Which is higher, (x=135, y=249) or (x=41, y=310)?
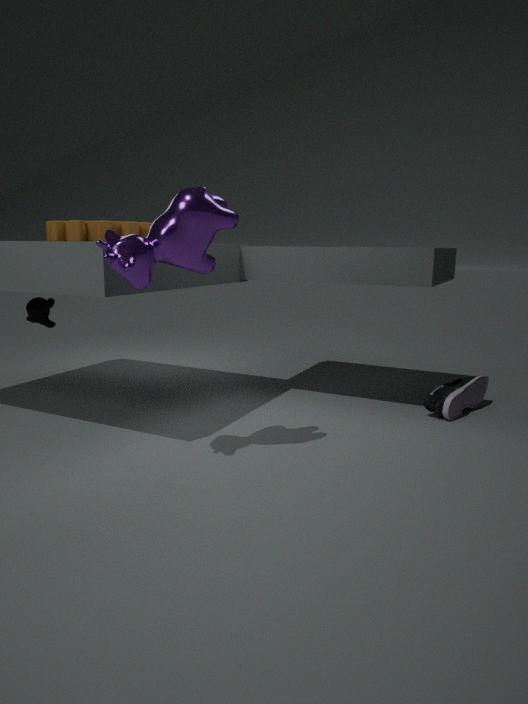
(x=135, y=249)
